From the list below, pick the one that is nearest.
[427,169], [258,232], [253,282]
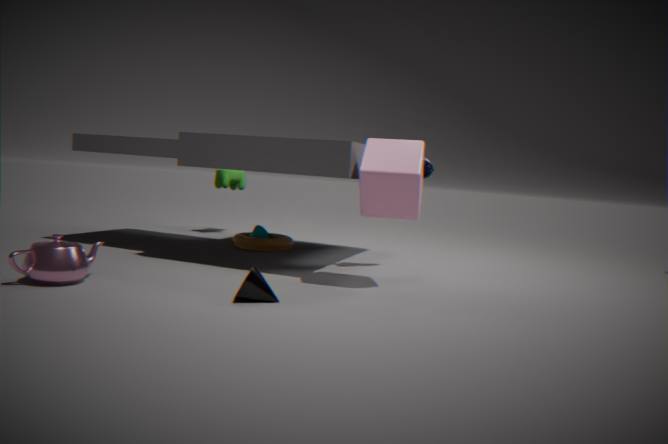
[253,282]
